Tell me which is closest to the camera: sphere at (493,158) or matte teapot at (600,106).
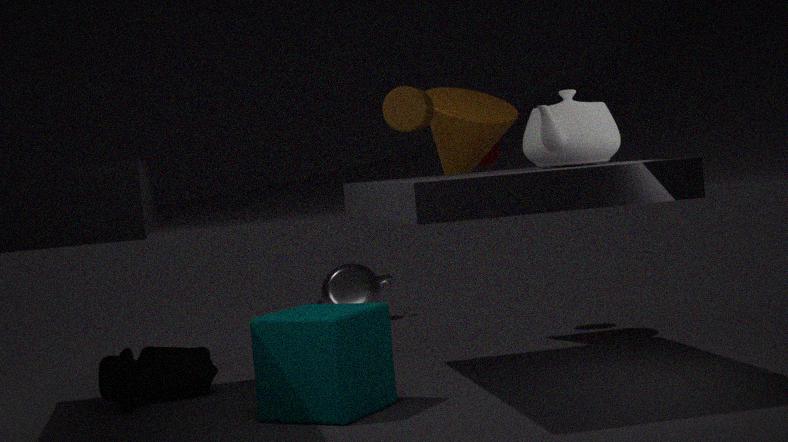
matte teapot at (600,106)
